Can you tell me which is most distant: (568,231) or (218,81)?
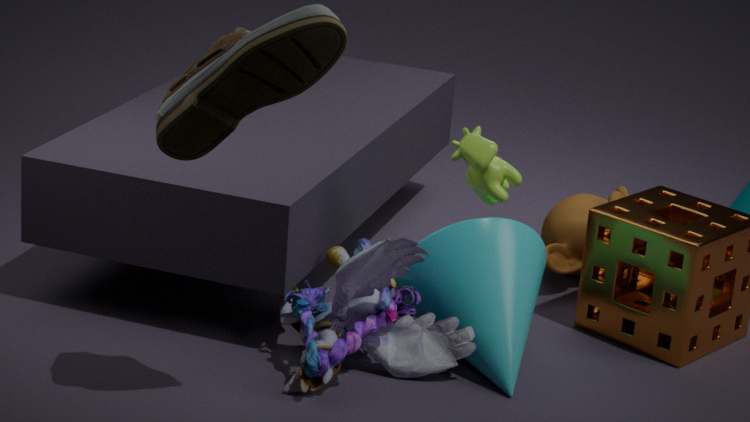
(568,231)
